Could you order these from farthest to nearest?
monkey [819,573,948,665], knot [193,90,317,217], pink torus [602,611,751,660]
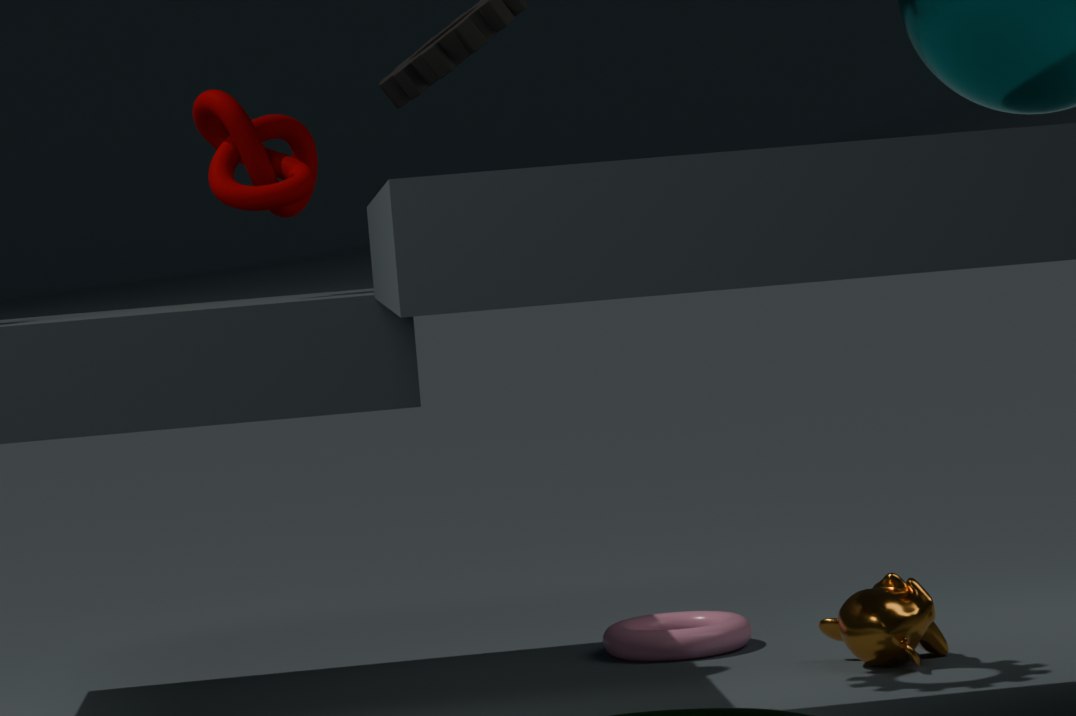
pink torus [602,611,751,660]
monkey [819,573,948,665]
knot [193,90,317,217]
